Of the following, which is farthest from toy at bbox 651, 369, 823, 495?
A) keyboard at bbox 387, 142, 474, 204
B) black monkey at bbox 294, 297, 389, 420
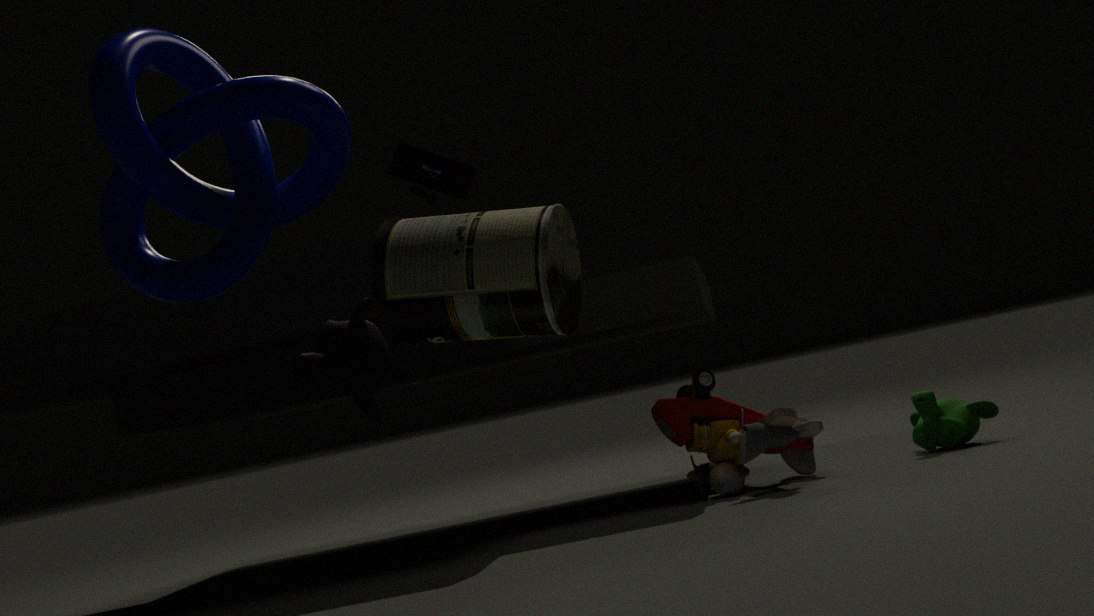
black monkey at bbox 294, 297, 389, 420
